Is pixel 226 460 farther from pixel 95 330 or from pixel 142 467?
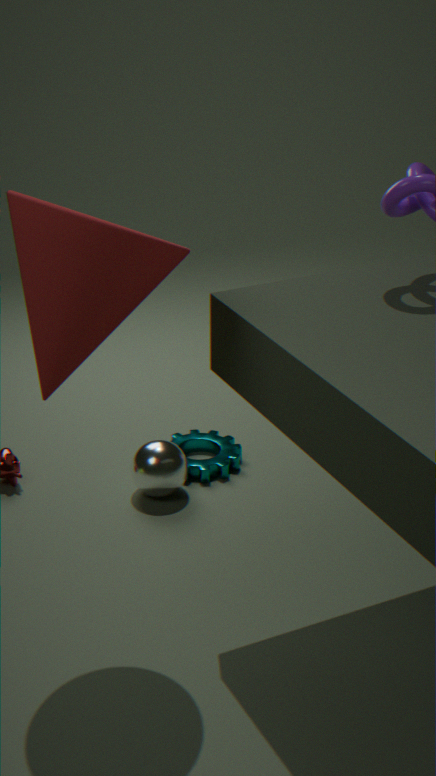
pixel 95 330
